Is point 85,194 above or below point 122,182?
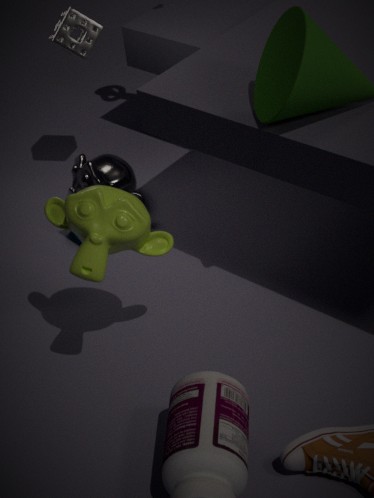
above
